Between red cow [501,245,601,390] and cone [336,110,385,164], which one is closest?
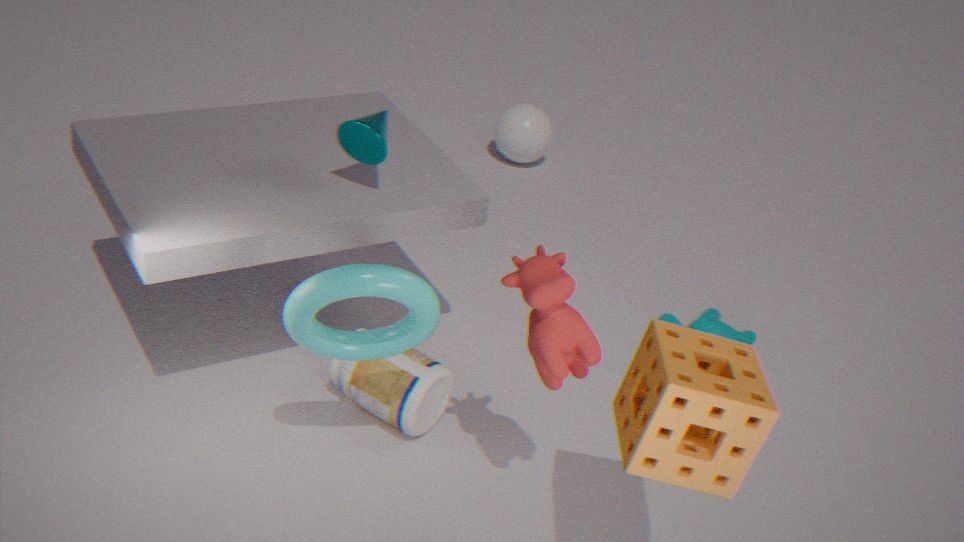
red cow [501,245,601,390]
